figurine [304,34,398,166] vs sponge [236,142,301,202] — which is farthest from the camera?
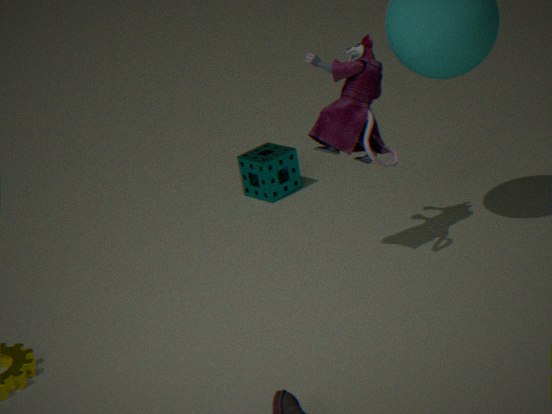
sponge [236,142,301,202]
